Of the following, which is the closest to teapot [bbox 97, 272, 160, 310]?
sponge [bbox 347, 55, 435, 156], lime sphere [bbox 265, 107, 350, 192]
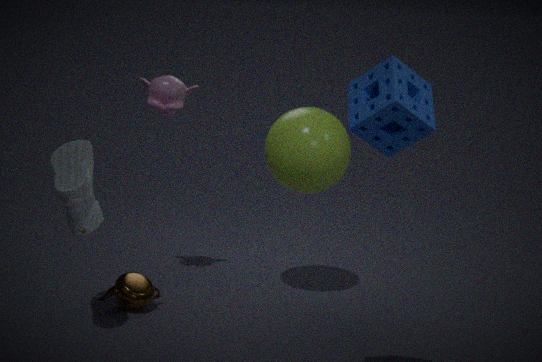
lime sphere [bbox 265, 107, 350, 192]
